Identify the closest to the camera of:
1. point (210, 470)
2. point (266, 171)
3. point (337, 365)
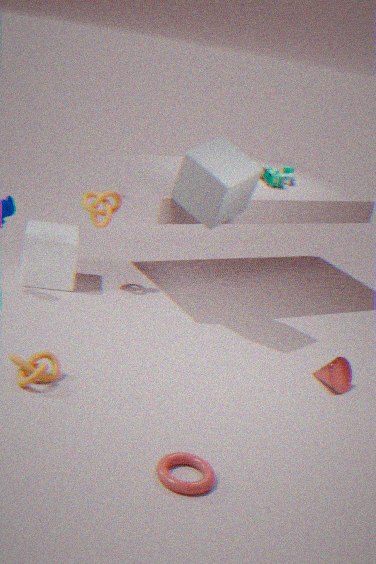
point (210, 470)
